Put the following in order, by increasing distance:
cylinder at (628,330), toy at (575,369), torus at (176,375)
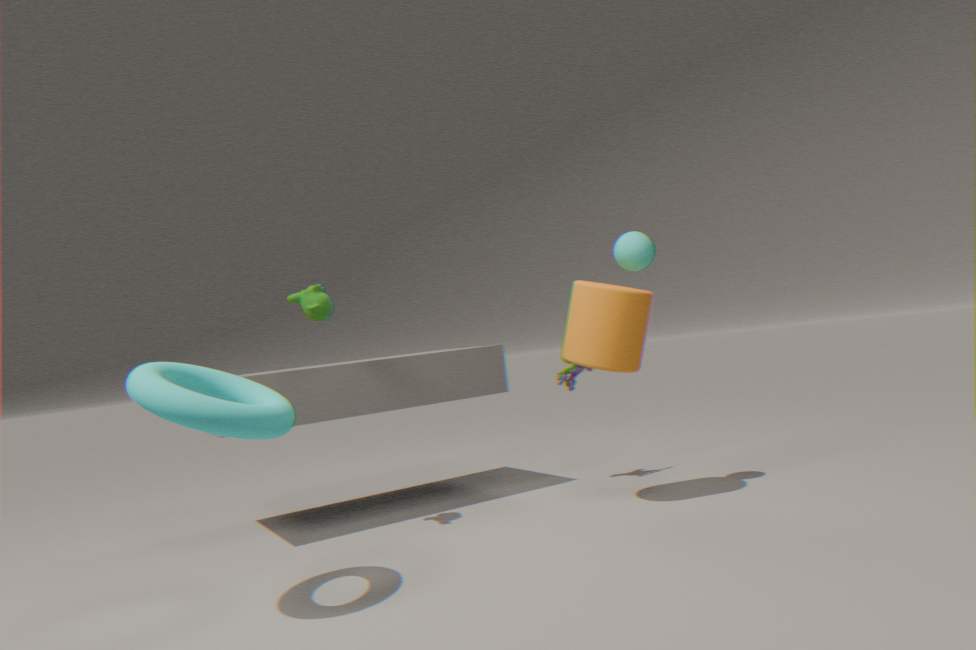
torus at (176,375), cylinder at (628,330), toy at (575,369)
